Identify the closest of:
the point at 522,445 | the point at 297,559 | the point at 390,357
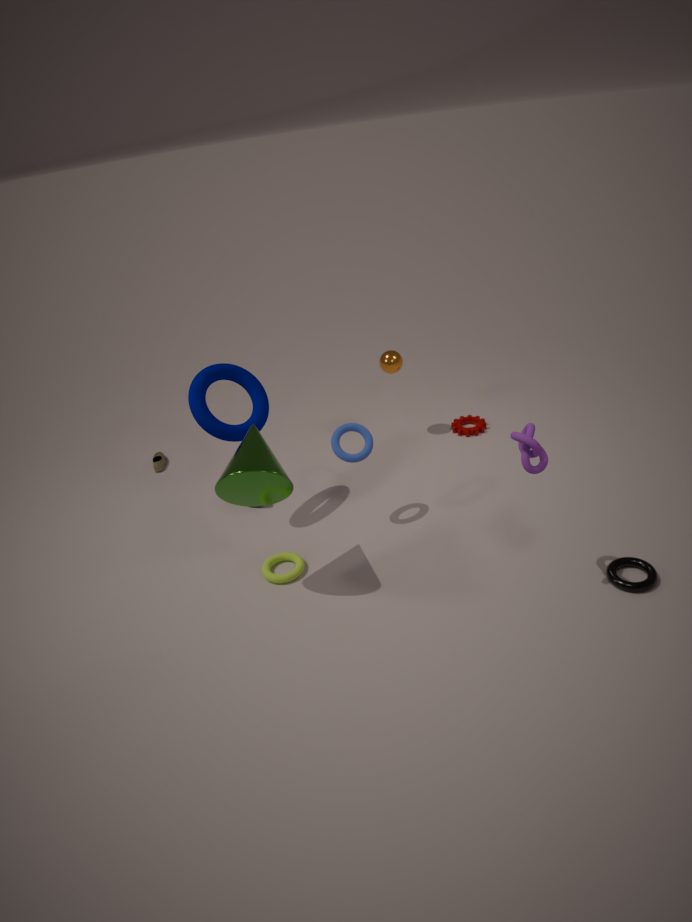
the point at 522,445
